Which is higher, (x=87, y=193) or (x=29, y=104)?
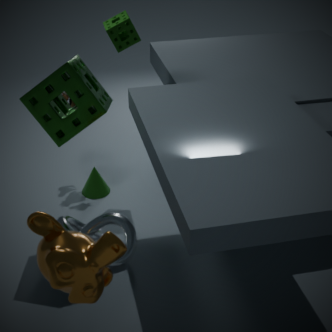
(x=29, y=104)
